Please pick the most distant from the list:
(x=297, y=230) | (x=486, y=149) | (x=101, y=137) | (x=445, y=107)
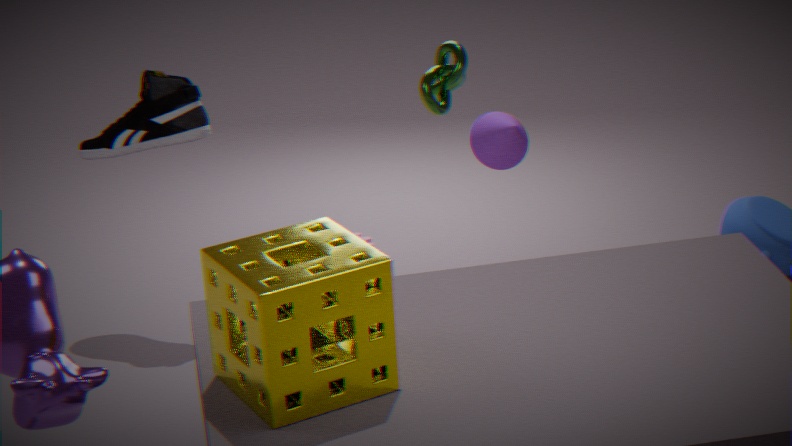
(x=445, y=107)
